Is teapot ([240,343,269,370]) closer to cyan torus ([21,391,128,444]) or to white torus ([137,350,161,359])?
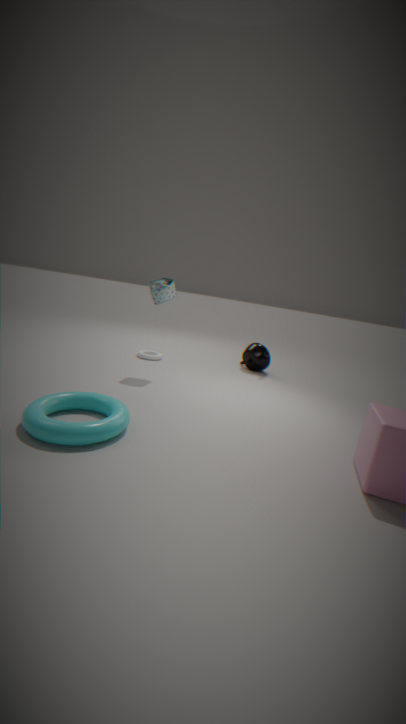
white torus ([137,350,161,359])
